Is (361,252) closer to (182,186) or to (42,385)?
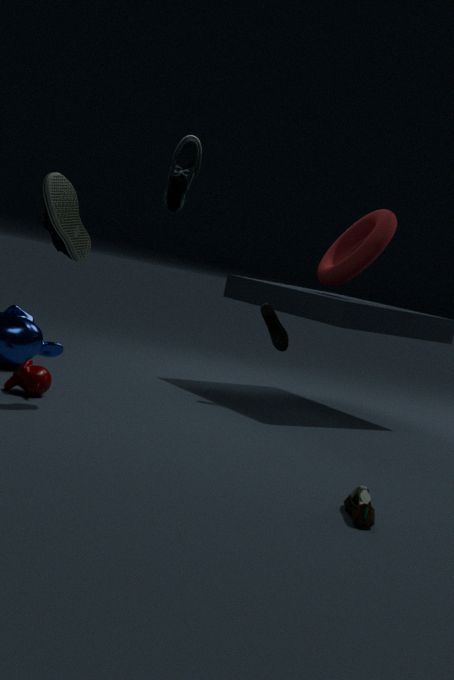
(182,186)
